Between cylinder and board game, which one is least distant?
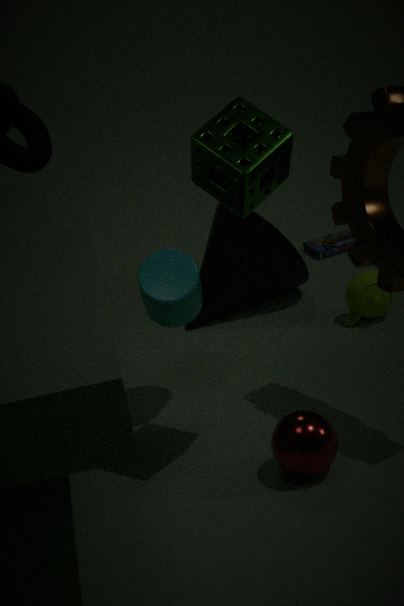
cylinder
